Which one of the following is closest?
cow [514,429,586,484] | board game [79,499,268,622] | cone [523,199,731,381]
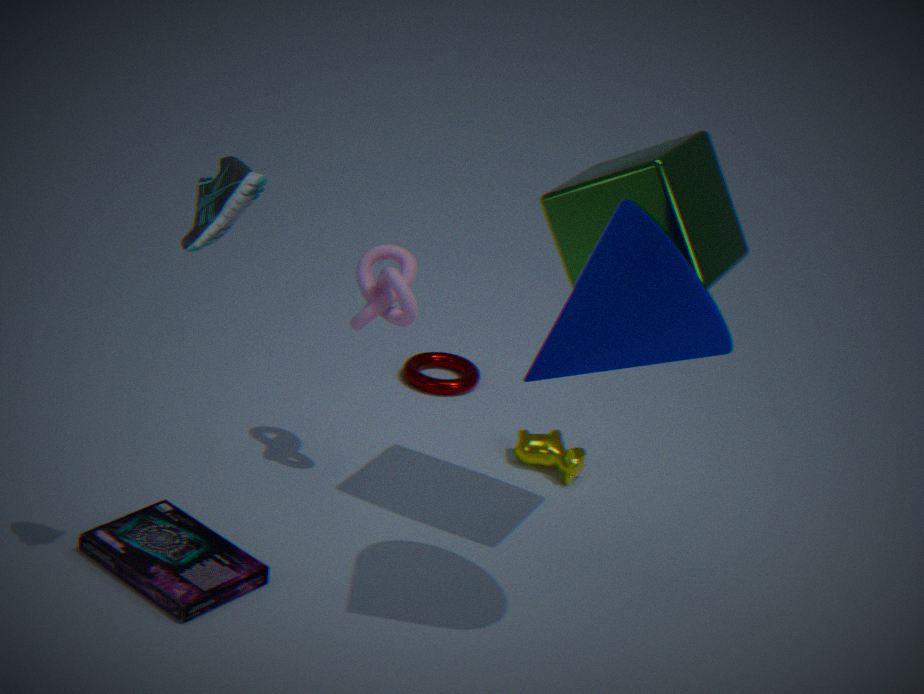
cone [523,199,731,381]
